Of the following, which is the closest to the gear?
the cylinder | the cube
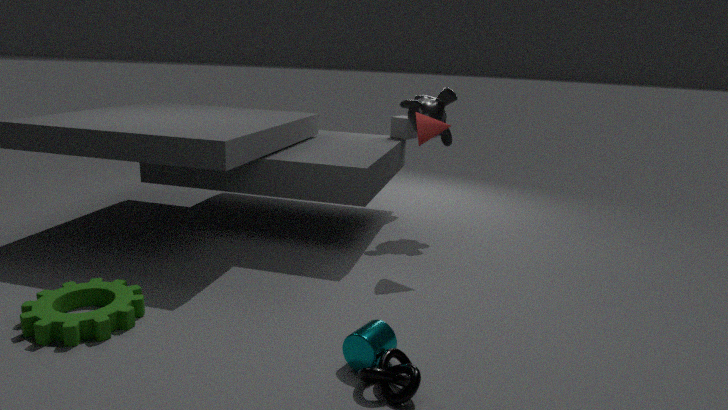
the cylinder
